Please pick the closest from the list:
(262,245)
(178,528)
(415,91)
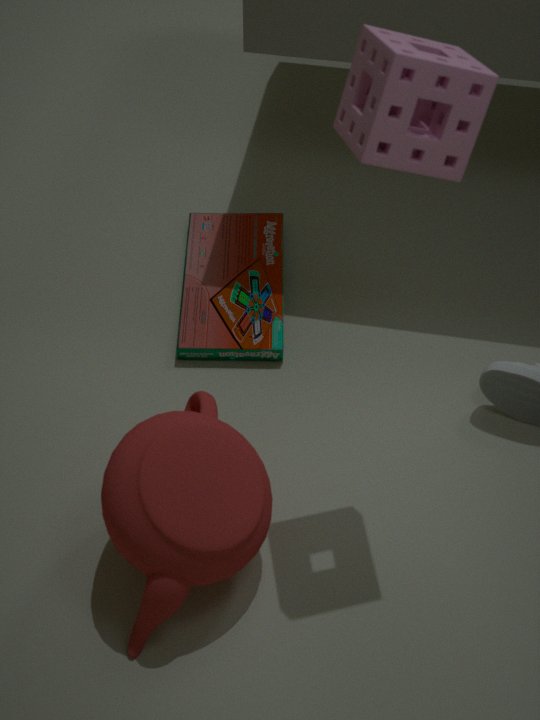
(415,91)
